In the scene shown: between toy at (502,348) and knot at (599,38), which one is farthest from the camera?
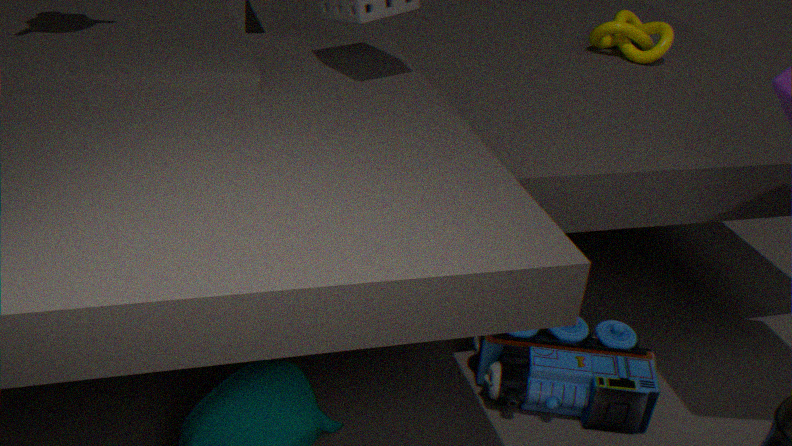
knot at (599,38)
